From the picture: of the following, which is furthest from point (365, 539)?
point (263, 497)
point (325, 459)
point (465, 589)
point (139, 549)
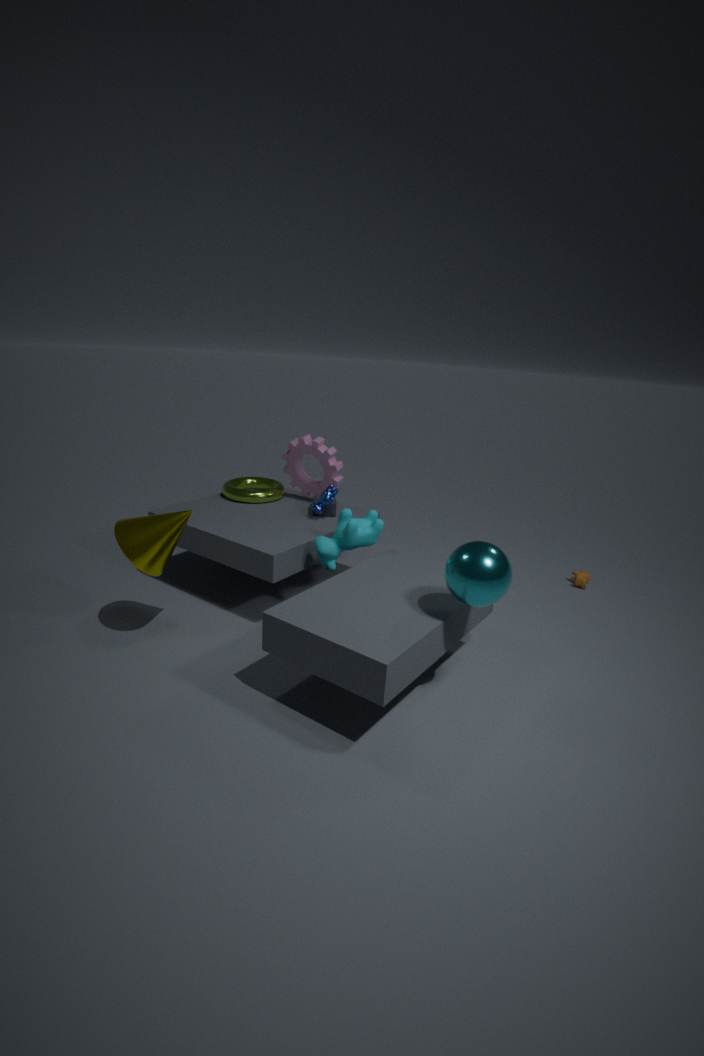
point (263, 497)
